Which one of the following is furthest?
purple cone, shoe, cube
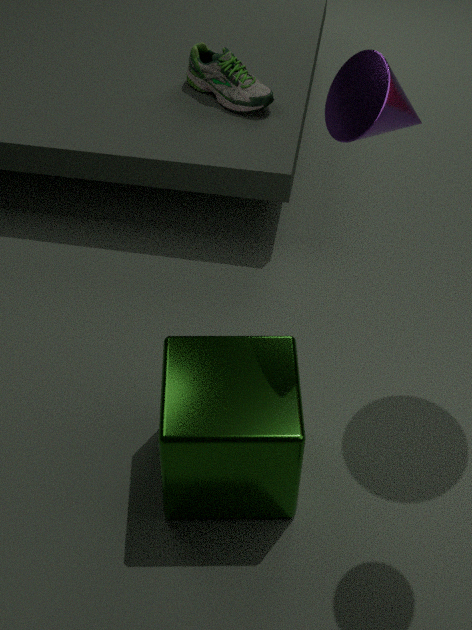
shoe
